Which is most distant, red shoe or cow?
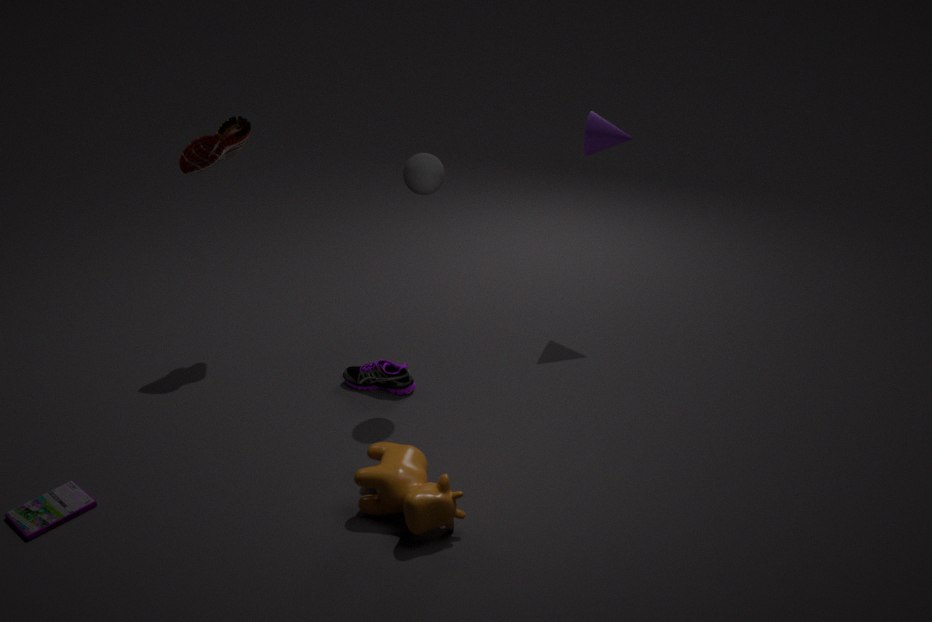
red shoe
